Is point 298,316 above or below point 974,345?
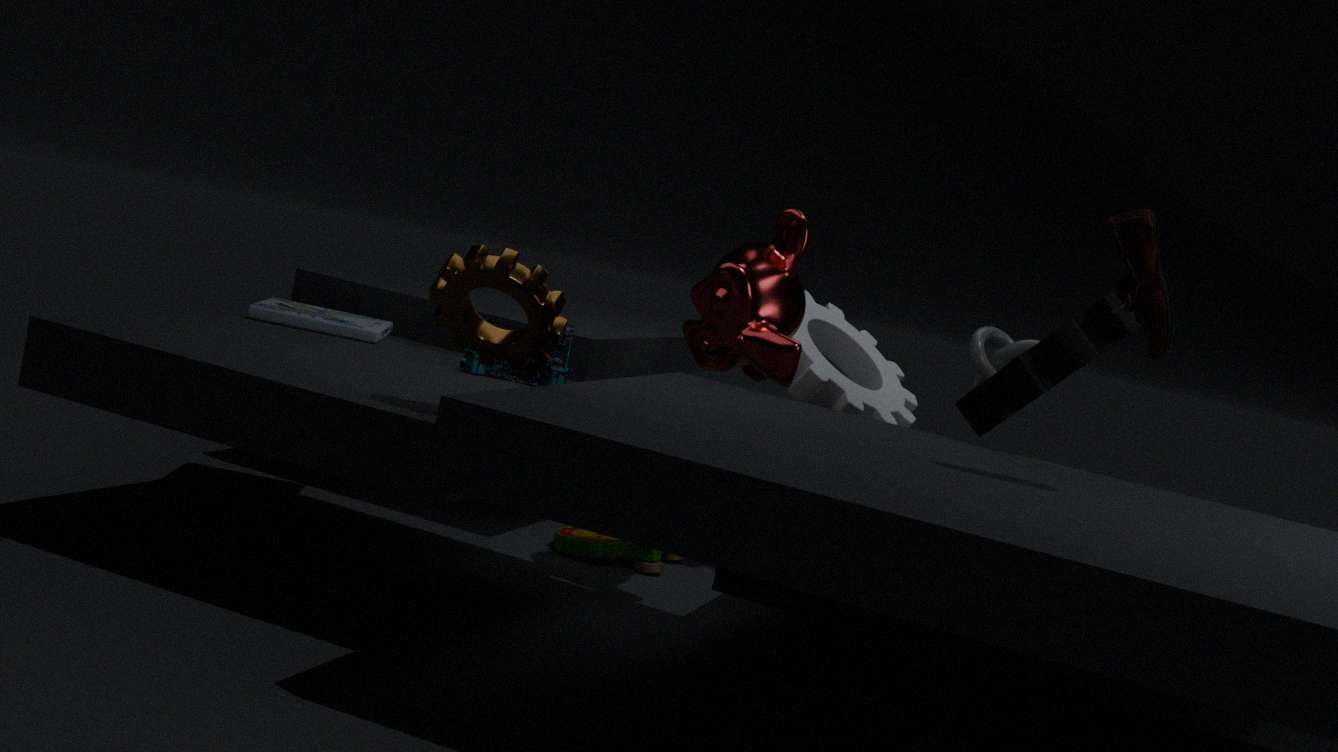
below
